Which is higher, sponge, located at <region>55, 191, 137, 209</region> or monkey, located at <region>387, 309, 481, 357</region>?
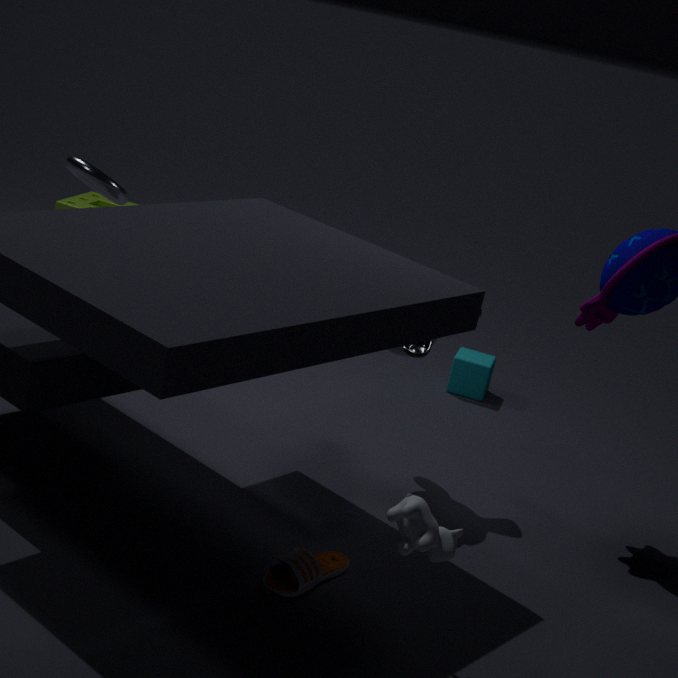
monkey, located at <region>387, 309, 481, 357</region>
